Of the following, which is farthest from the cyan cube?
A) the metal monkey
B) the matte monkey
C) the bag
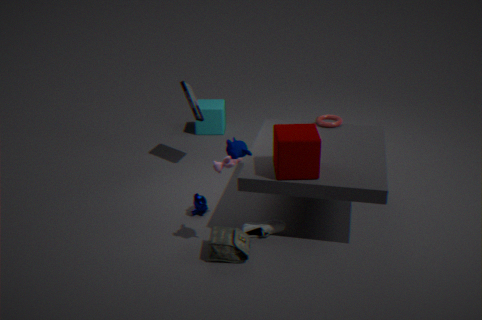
the matte monkey
